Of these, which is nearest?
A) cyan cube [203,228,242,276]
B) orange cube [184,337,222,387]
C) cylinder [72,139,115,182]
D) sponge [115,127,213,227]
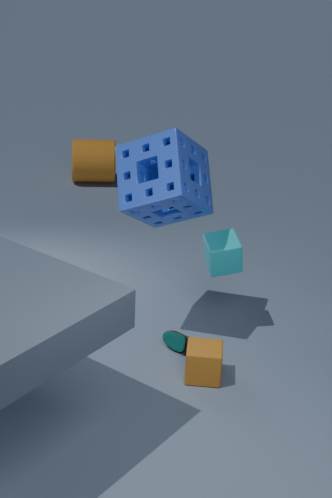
sponge [115,127,213,227]
